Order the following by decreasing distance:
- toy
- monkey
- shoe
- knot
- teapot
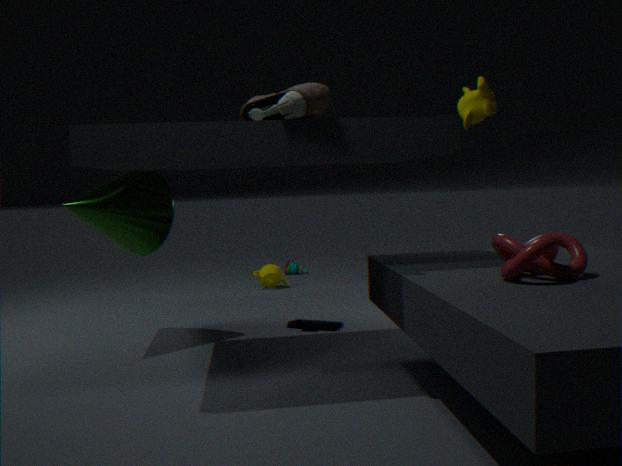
toy
teapot
monkey
shoe
knot
